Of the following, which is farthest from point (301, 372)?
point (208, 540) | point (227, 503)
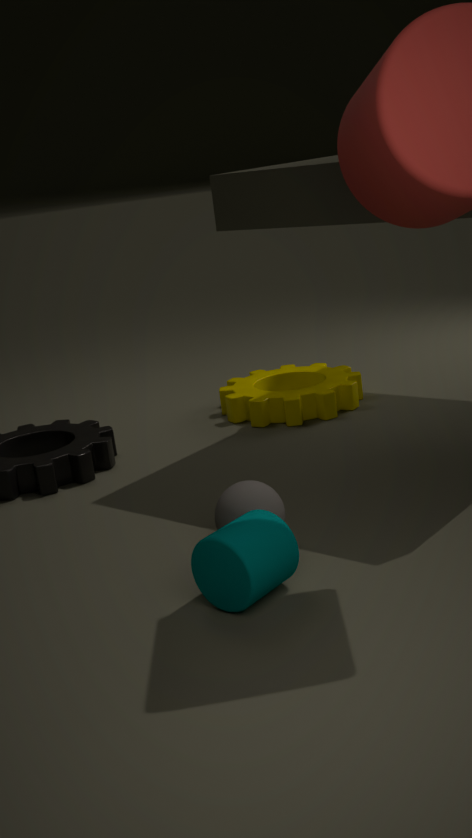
point (208, 540)
